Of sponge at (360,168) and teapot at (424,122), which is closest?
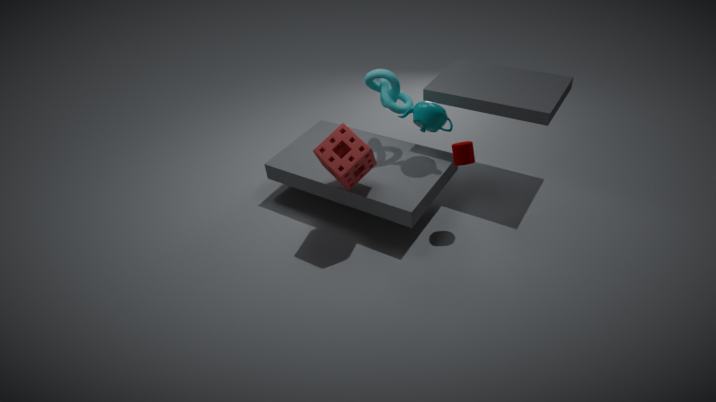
sponge at (360,168)
